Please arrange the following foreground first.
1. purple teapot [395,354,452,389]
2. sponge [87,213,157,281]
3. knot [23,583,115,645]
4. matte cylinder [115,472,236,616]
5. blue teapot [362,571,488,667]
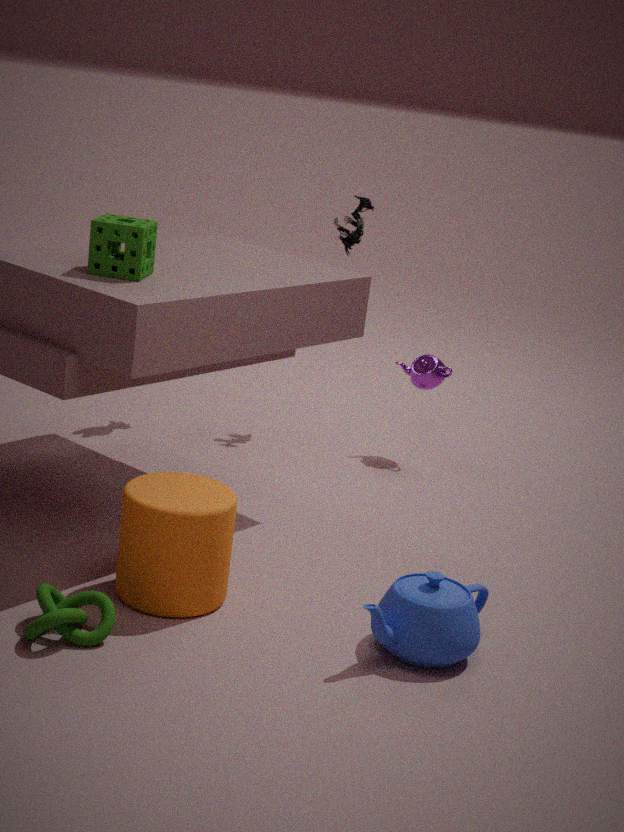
knot [23,583,115,645], blue teapot [362,571,488,667], matte cylinder [115,472,236,616], sponge [87,213,157,281], purple teapot [395,354,452,389]
